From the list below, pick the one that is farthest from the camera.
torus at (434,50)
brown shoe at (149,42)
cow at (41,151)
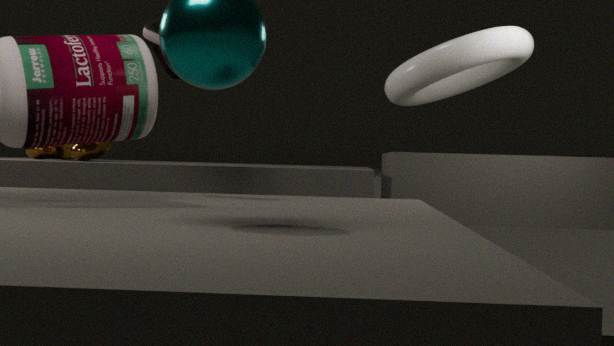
cow at (41,151)
